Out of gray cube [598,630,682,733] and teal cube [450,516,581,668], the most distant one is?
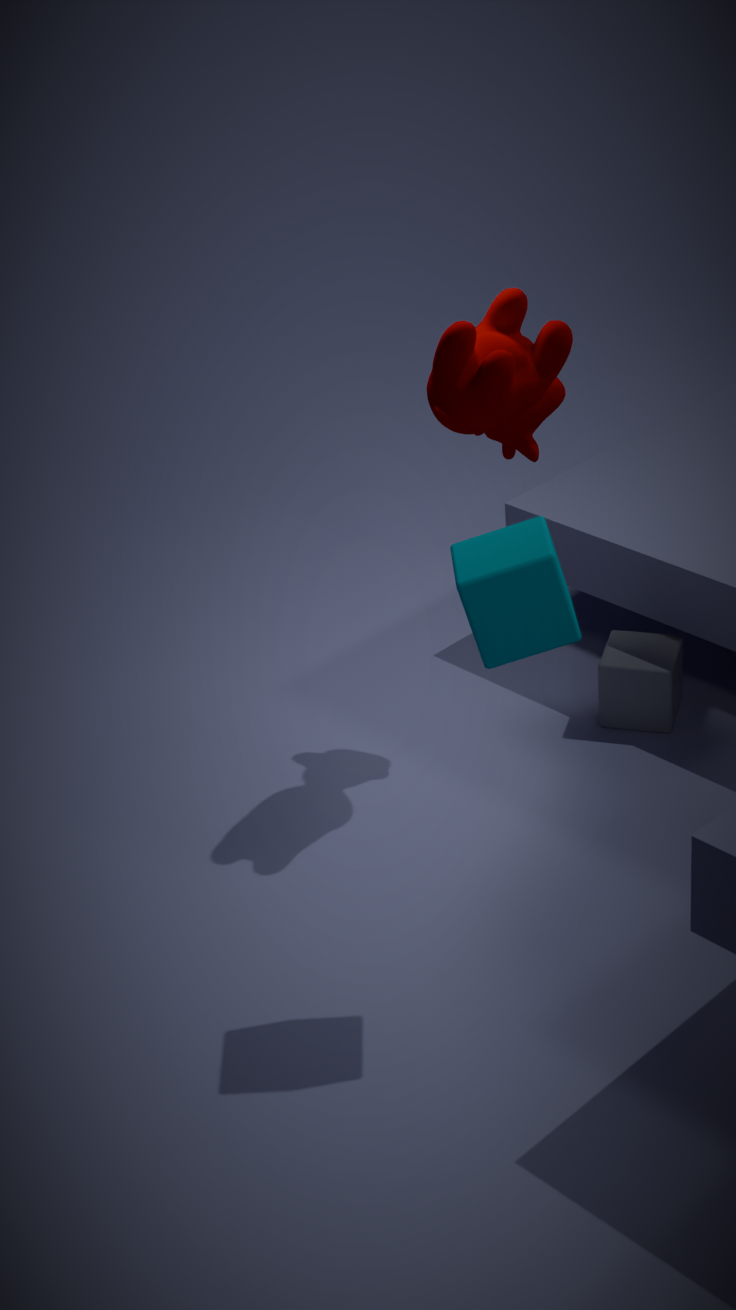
gray cube [598,630,682,733]
